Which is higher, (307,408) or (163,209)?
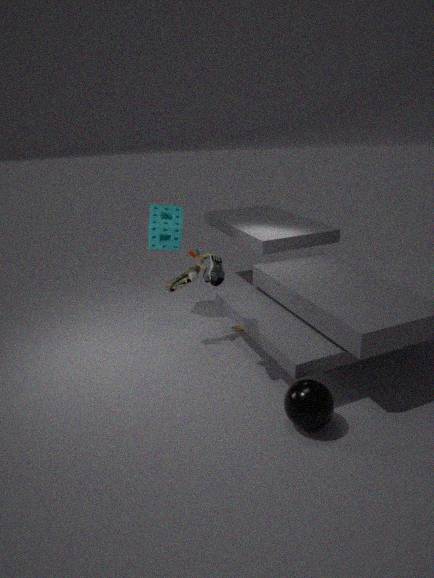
(163,209)
